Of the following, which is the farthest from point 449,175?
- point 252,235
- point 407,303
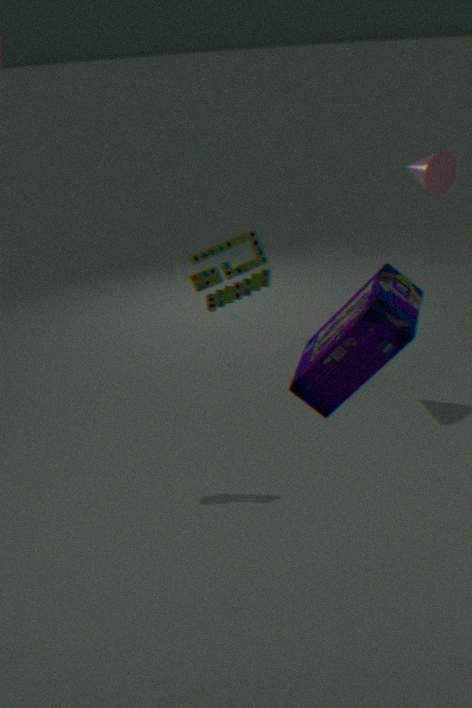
point 407,303
